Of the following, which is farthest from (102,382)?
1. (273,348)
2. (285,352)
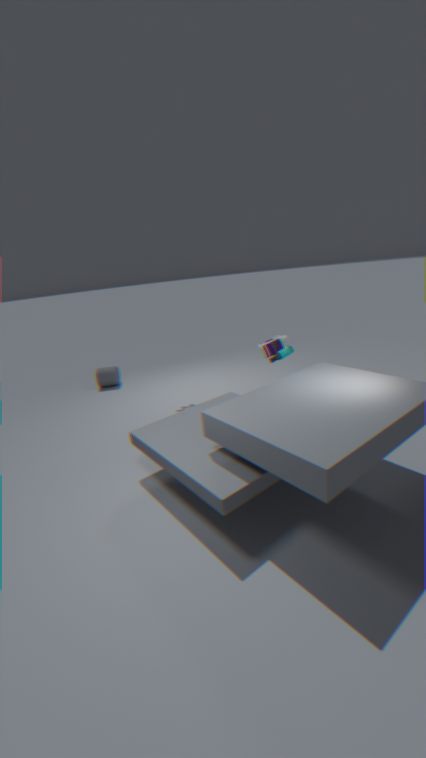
(285,352)
